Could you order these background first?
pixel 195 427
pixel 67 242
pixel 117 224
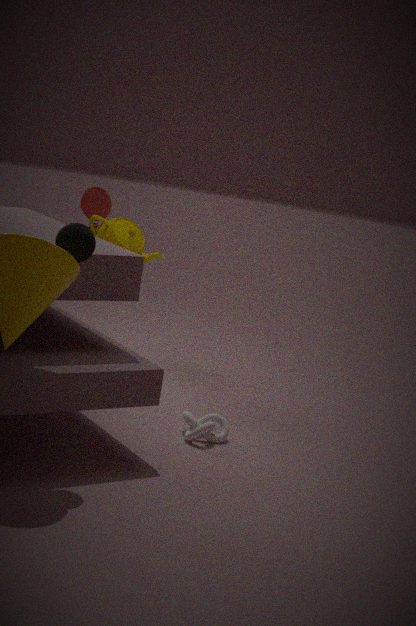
pixel 117 224 < pixel 195 427 < pixel 67 242
